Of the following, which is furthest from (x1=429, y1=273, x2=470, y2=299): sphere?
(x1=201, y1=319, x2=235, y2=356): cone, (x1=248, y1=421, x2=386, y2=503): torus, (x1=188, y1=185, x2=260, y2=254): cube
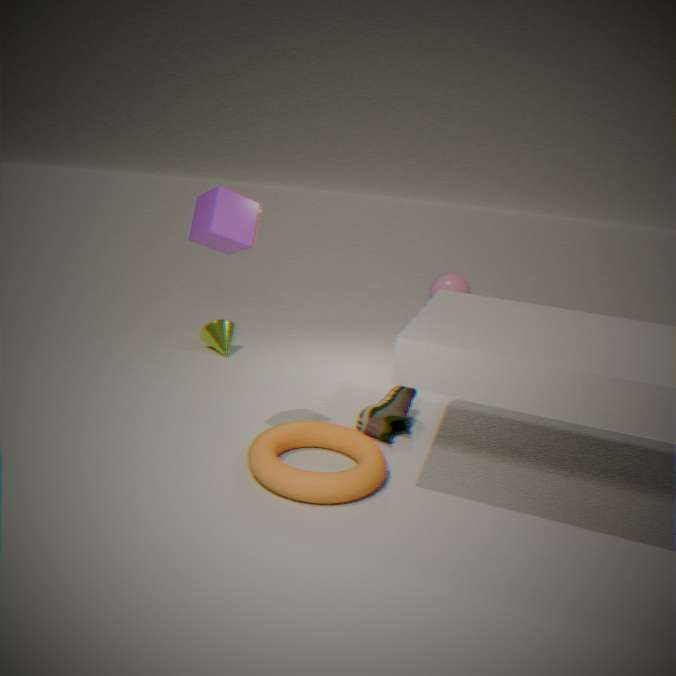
(x1=188, y1=185, x2=260, y2=254): cube
